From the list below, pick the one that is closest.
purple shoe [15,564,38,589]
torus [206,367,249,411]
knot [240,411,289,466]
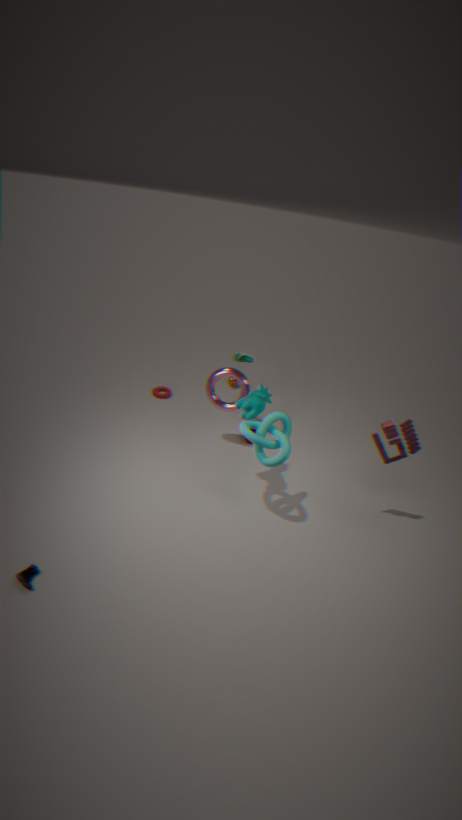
purple shoe [15,564,38,589]
